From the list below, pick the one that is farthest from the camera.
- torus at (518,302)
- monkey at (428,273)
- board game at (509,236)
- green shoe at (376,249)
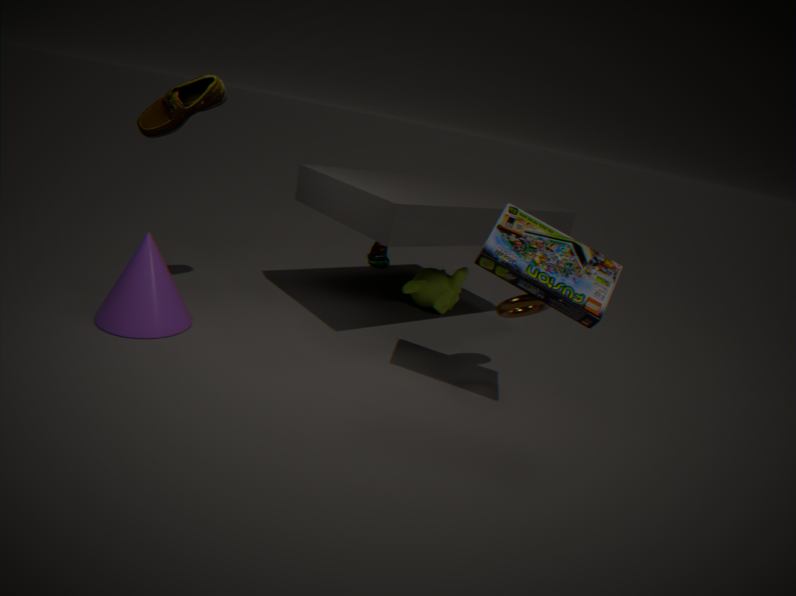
green shoe at (376,249)
